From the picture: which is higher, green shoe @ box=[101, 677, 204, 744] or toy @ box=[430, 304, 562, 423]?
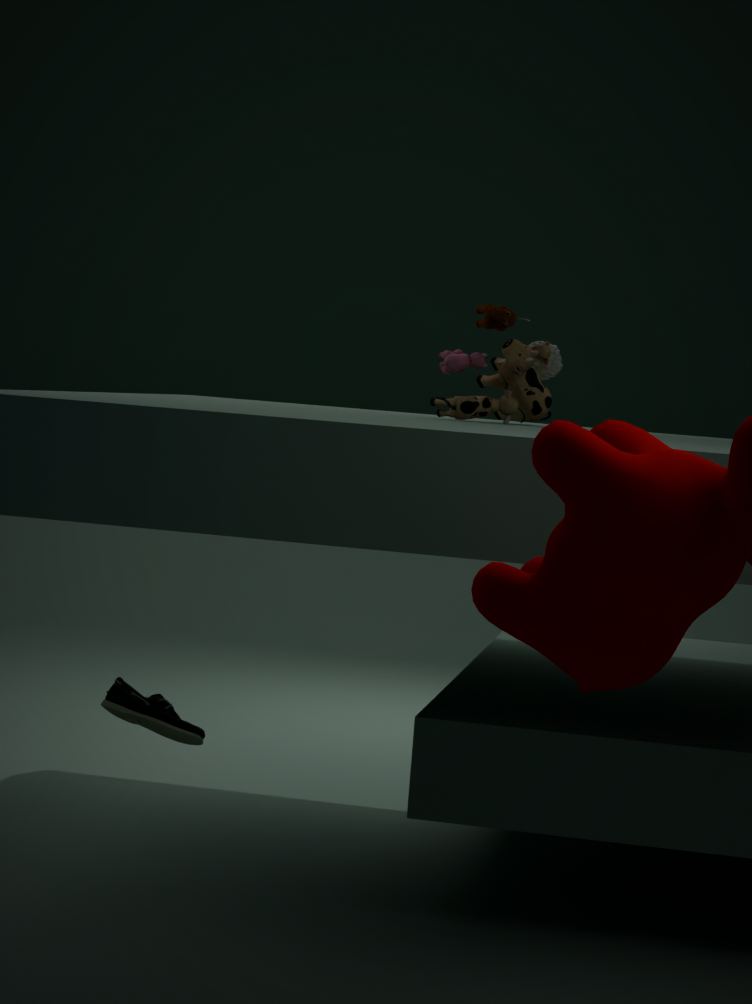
toy @ box=[430, 304, 562, 423]
